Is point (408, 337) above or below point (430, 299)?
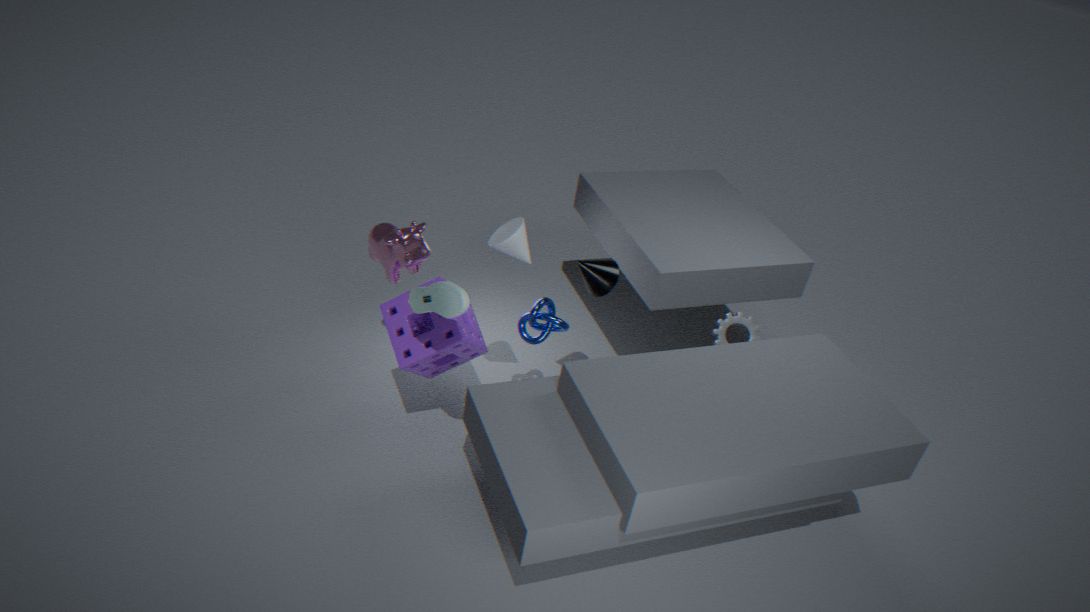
below
